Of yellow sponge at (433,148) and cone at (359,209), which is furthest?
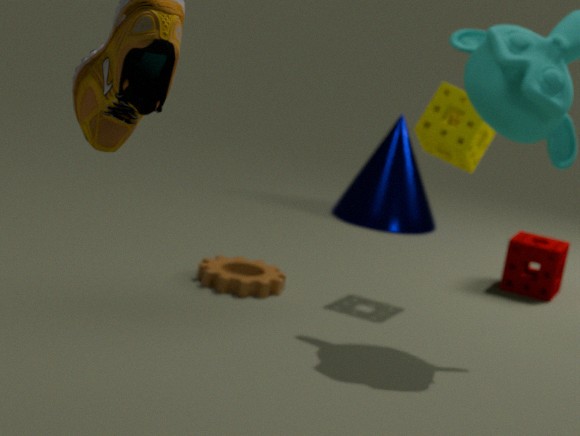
cone at (359,209)
